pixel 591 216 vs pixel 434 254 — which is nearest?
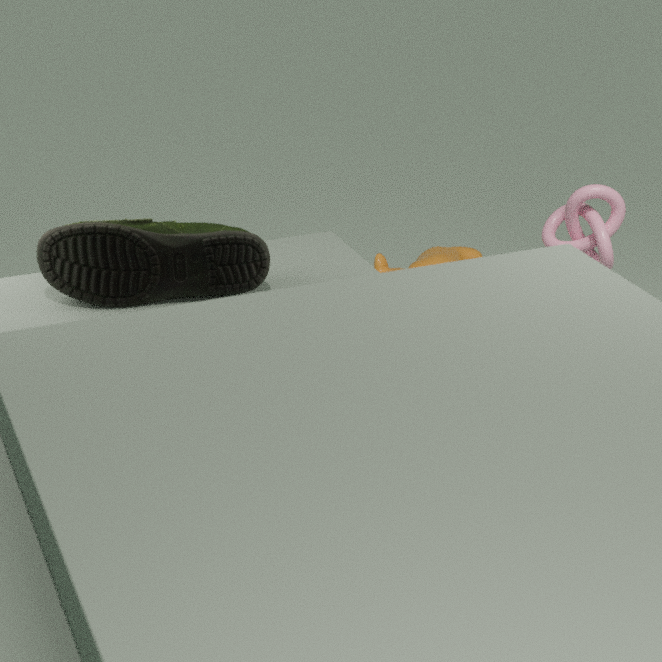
pixel 591 216
